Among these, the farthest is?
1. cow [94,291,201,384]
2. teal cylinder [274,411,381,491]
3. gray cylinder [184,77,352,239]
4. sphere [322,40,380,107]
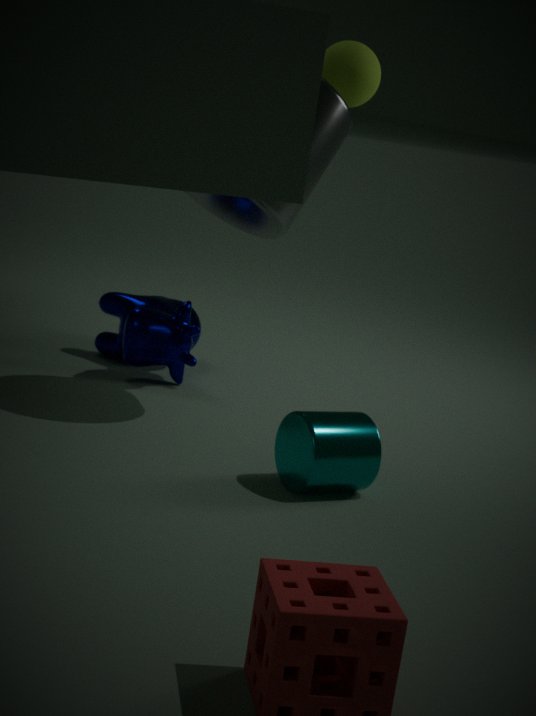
cow [94,291,201,384]
